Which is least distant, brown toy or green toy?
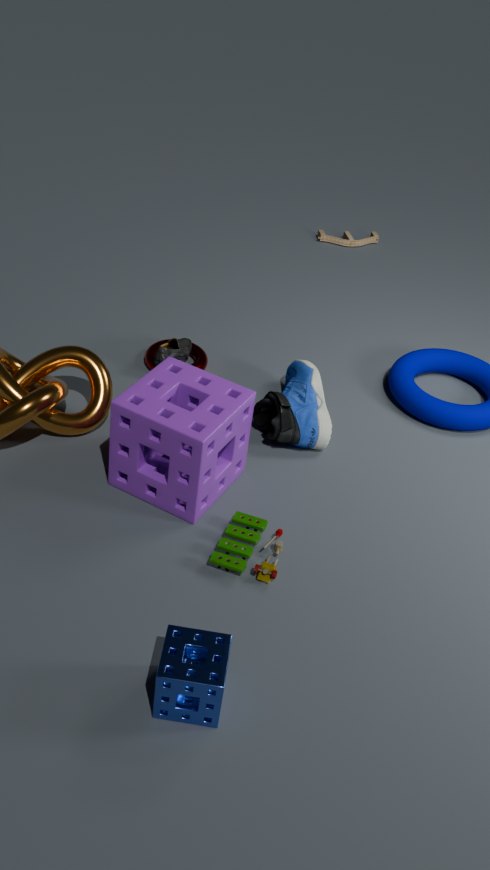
green toy
